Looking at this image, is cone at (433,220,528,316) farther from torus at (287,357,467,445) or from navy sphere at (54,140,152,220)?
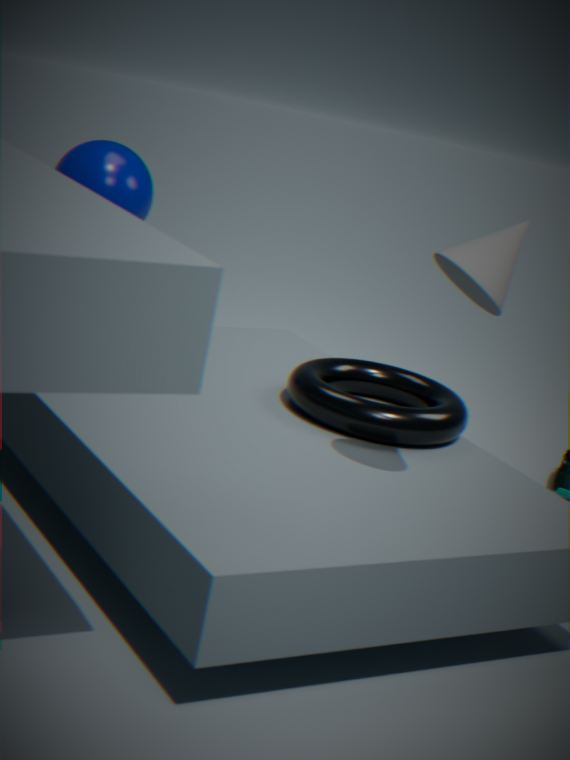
navy sphere at (54,140,152,220)
